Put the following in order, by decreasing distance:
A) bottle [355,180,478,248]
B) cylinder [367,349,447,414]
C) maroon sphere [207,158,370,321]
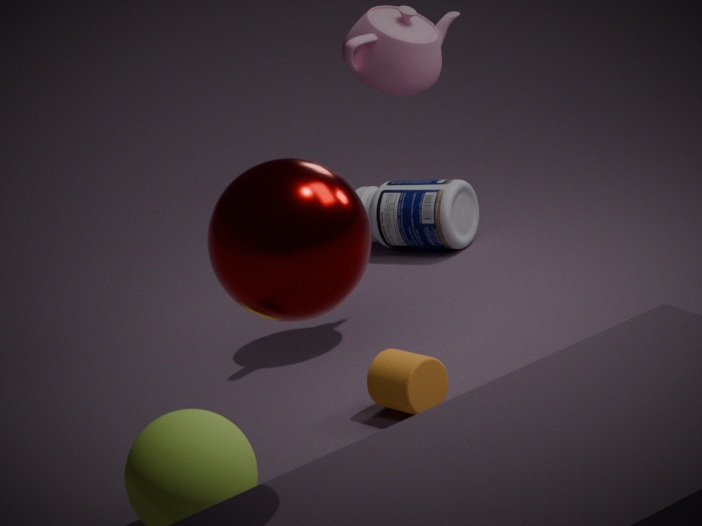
bottle [355,180,478,248] < cylinder [367,349,447,414] < maroon sphere [207,158,370,321]
